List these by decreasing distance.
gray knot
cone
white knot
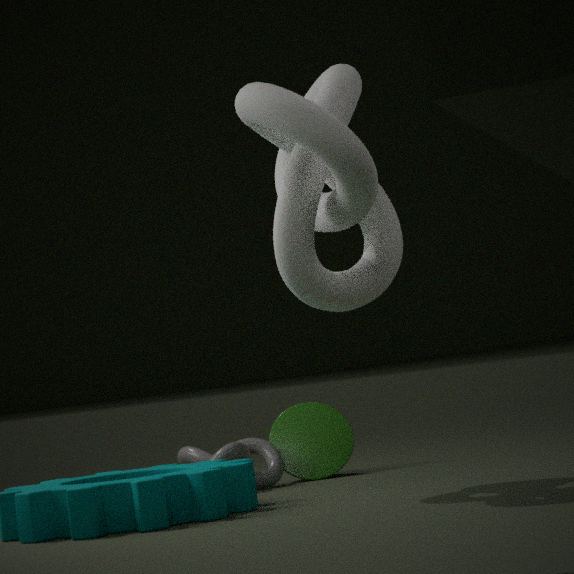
cone → gray knot → white knot
